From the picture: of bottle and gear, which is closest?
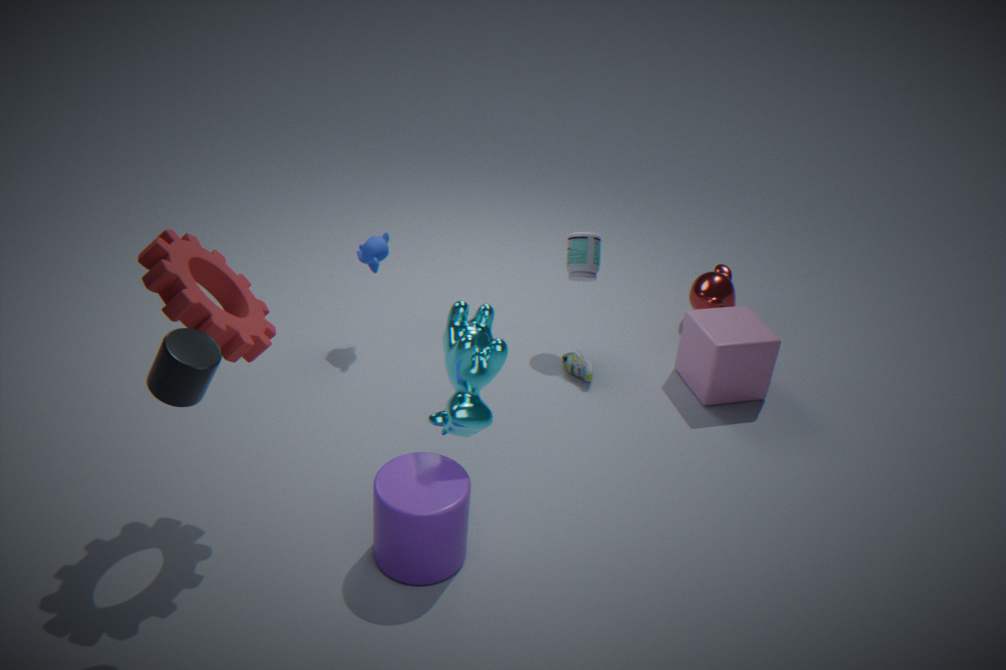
gear
